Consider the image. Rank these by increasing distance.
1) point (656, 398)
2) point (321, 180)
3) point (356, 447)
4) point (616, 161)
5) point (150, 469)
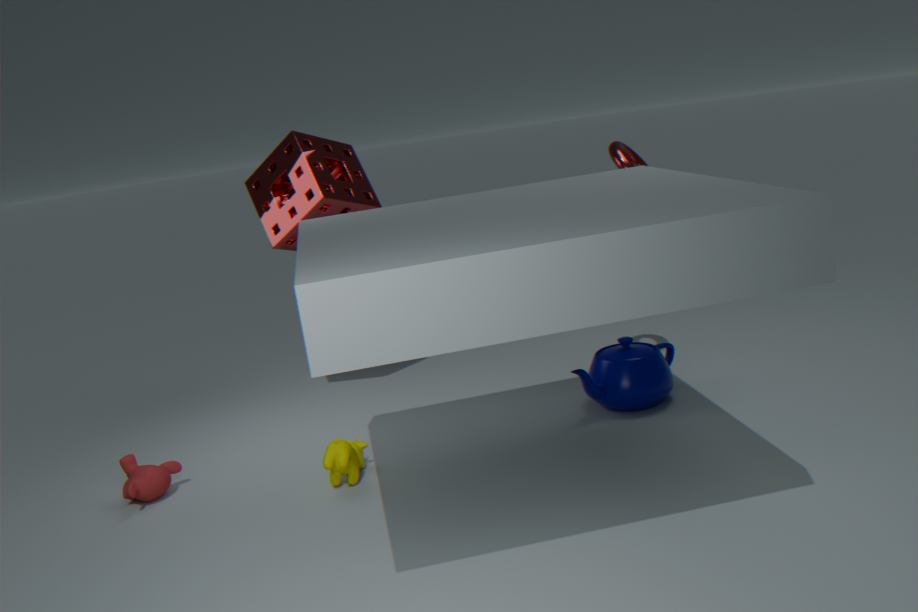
5. point (150, 469) → 3. point (356, 447) → 1. point (656, 398) → 4. point (616, 161) → 2. point (321, 180)
